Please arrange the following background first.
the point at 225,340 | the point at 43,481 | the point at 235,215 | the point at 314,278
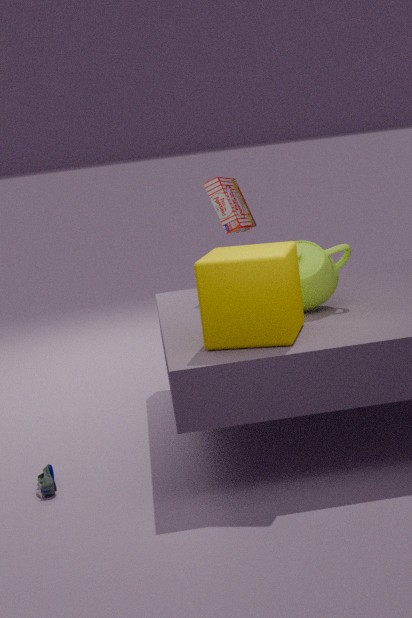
the point at 235,215 < the point at 314,278 < the point at 43,481 < the point at 225,340
